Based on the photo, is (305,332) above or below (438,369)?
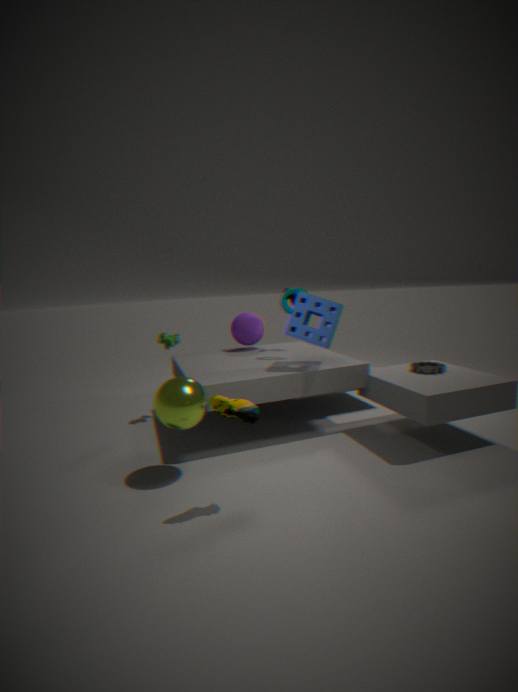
above
